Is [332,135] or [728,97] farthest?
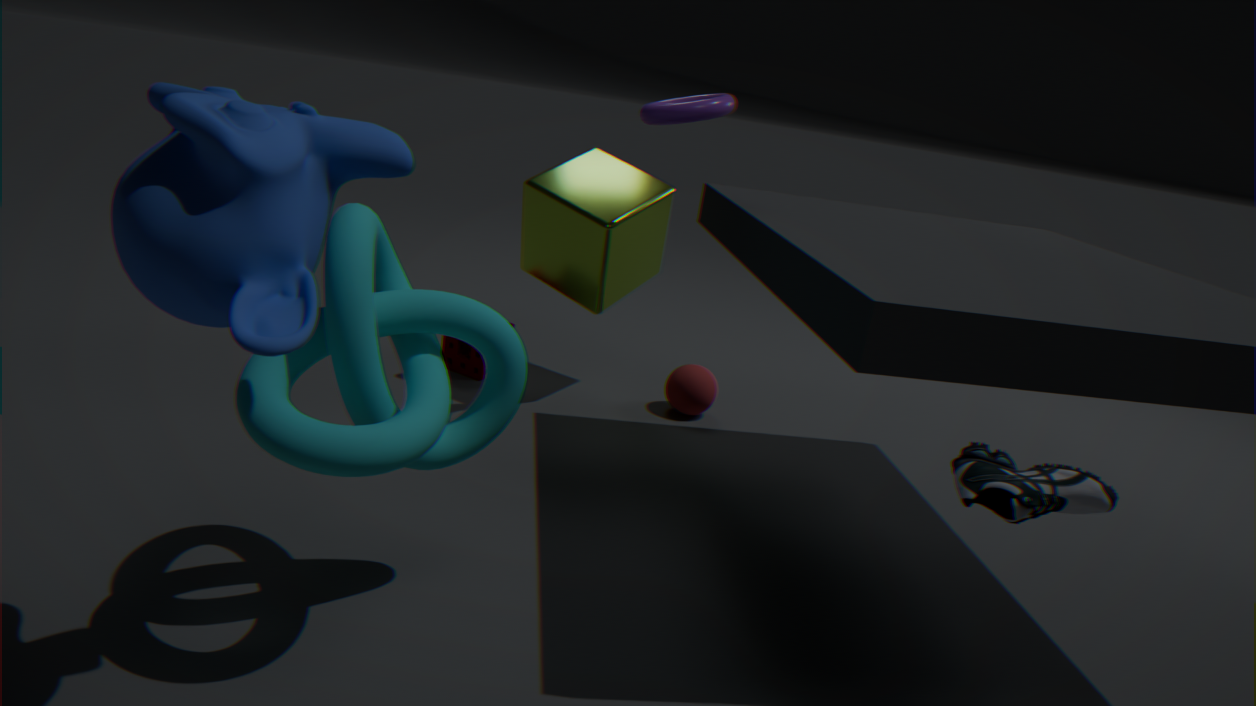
[728,97]
